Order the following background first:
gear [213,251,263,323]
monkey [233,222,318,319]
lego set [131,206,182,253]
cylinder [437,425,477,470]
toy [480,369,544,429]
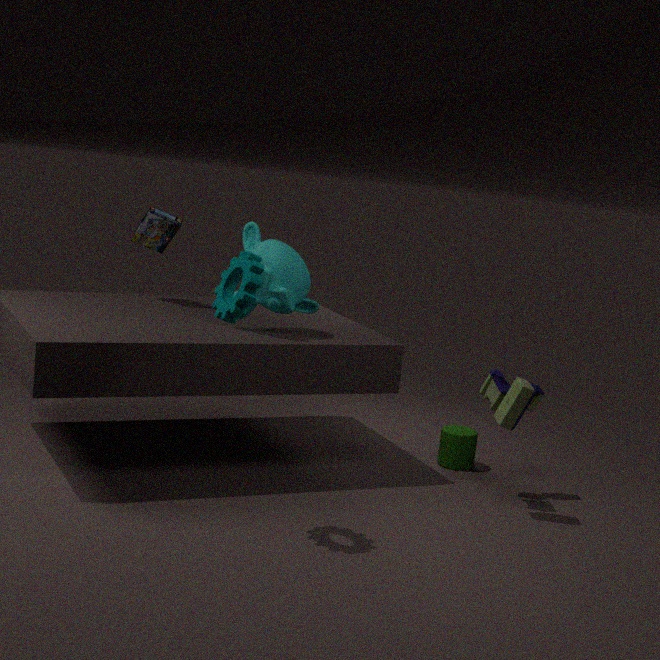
cylinder [437,425,477,470]
lego set [131,206,182,253]
monkey [233,222,318,319]
toy [480,369,544,429]
gear [213,251,263,323]
